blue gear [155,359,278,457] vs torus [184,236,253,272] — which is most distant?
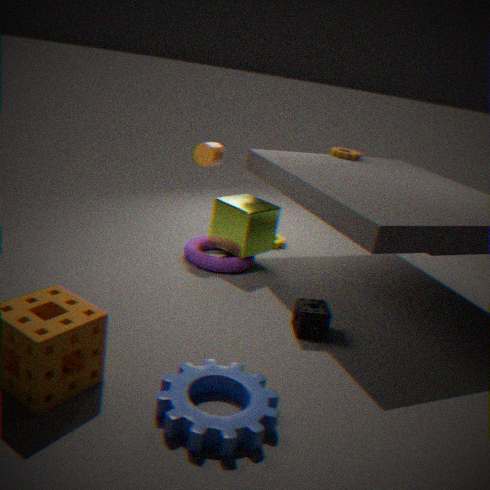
torus [184,236,253,272]
